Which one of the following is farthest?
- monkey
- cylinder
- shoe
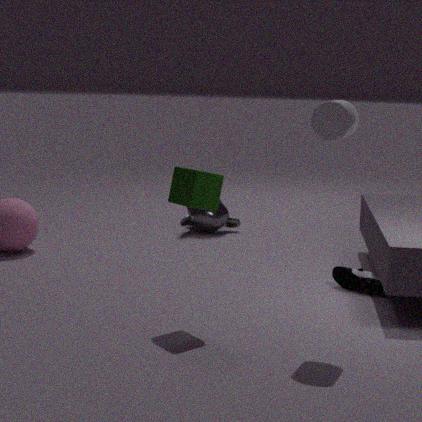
monkey
